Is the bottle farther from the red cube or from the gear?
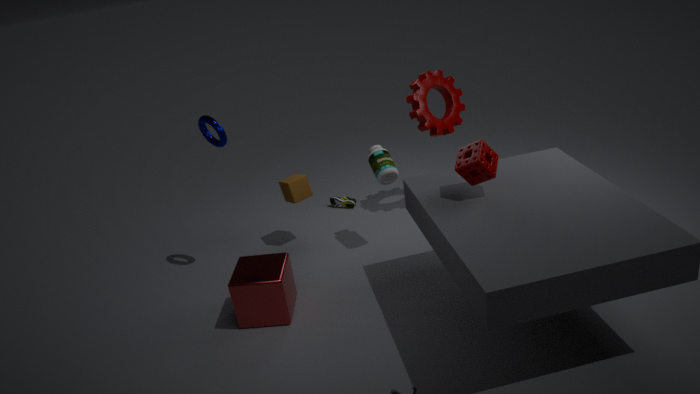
Result: the red cube
